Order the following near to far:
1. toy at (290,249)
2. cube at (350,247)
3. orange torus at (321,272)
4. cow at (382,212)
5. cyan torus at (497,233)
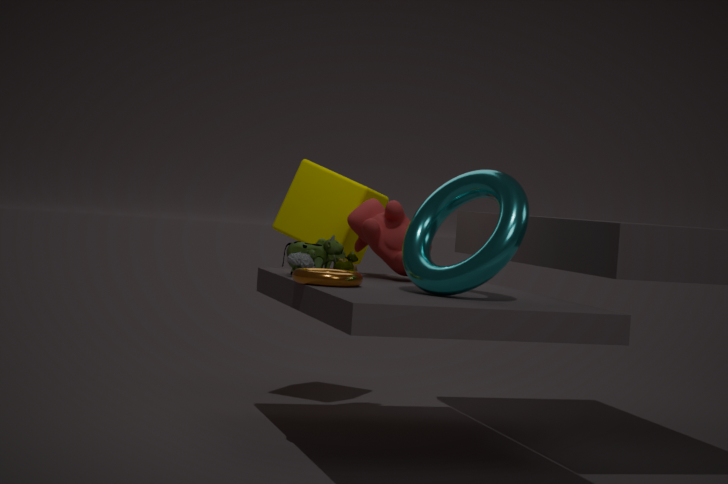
cyan torus at (497,233), orange torus at (321,272), toy at (290,249), cow at (382,212), cube at (350,247)
